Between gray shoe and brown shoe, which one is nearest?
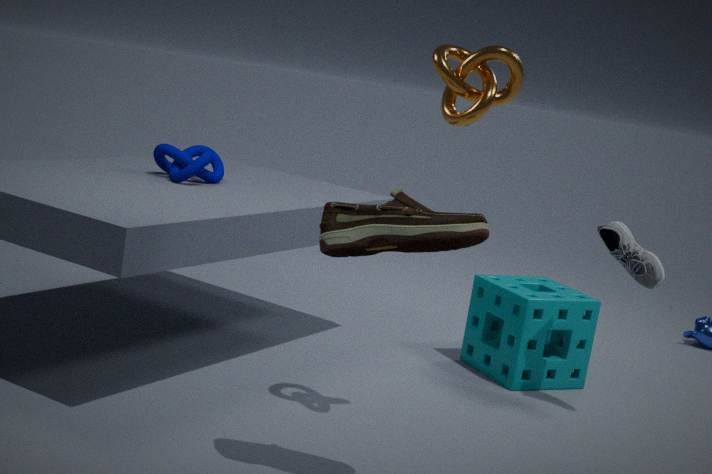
brown shoe
